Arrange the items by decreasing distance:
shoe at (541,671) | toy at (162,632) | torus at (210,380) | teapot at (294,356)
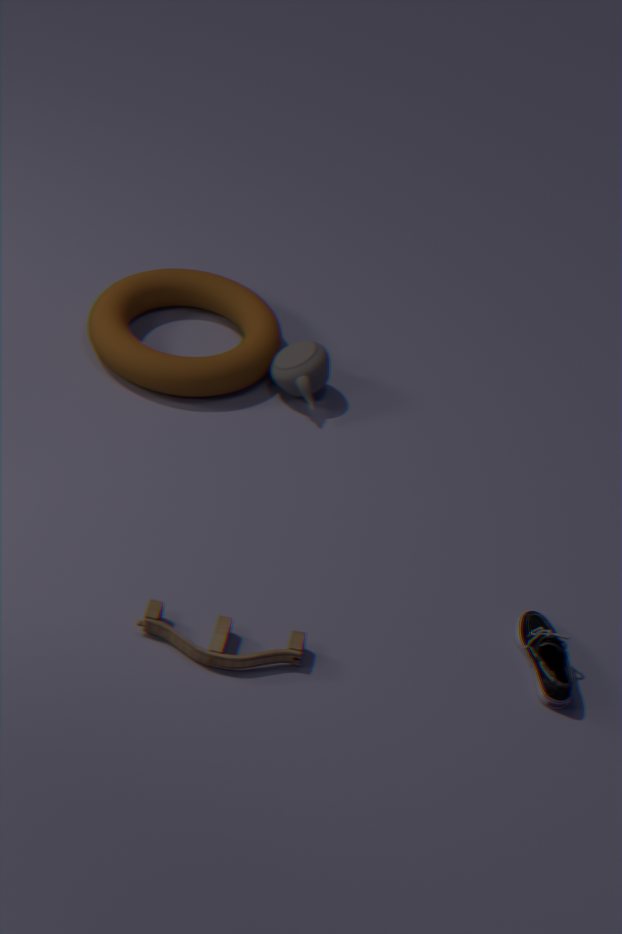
teapot at (294,356), torus at (210,380), shoe at (541,671), toy at (162,632)
